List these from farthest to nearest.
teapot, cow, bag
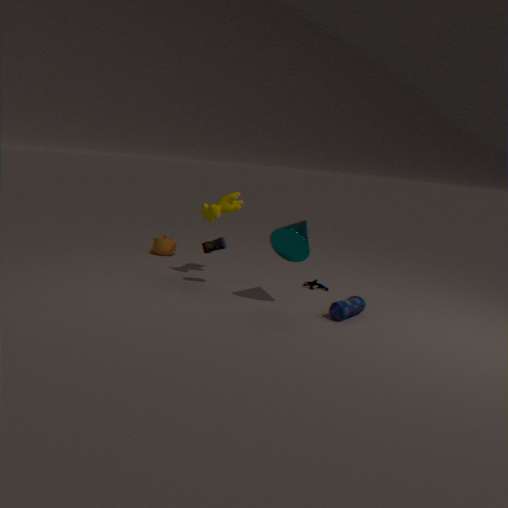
1. teapot
2. cow
3. bag
